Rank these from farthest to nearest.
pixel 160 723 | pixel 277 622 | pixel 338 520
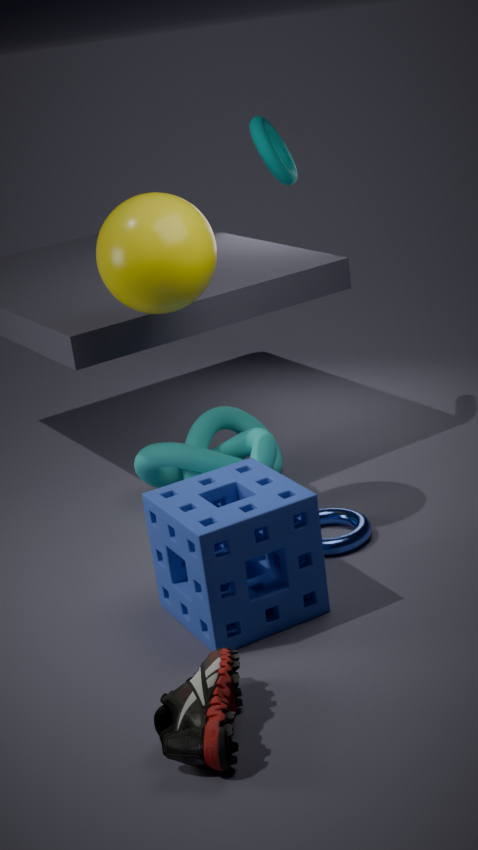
1. pixel 338 520
2. pixel 277 622
3. pixel 160 723
